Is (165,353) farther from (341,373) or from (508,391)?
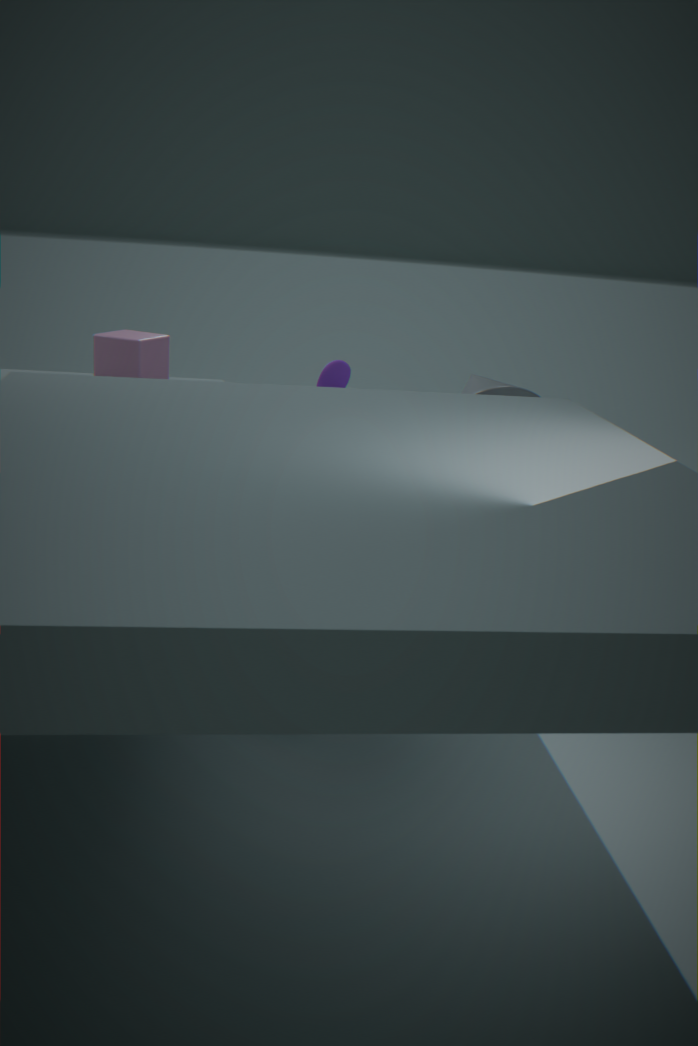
(508,391)
